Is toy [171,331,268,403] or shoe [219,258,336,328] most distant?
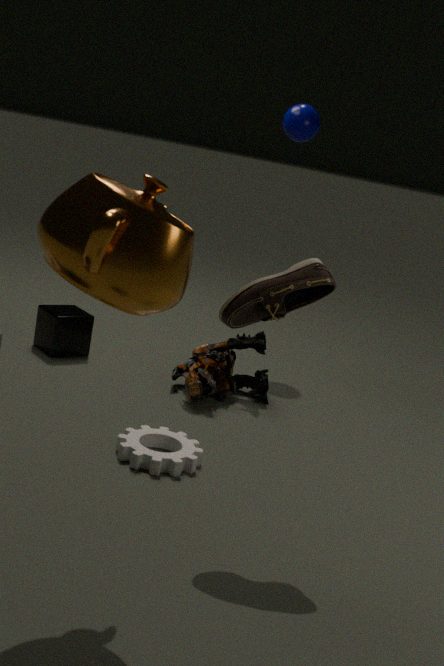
toy [171,331,268,403]
